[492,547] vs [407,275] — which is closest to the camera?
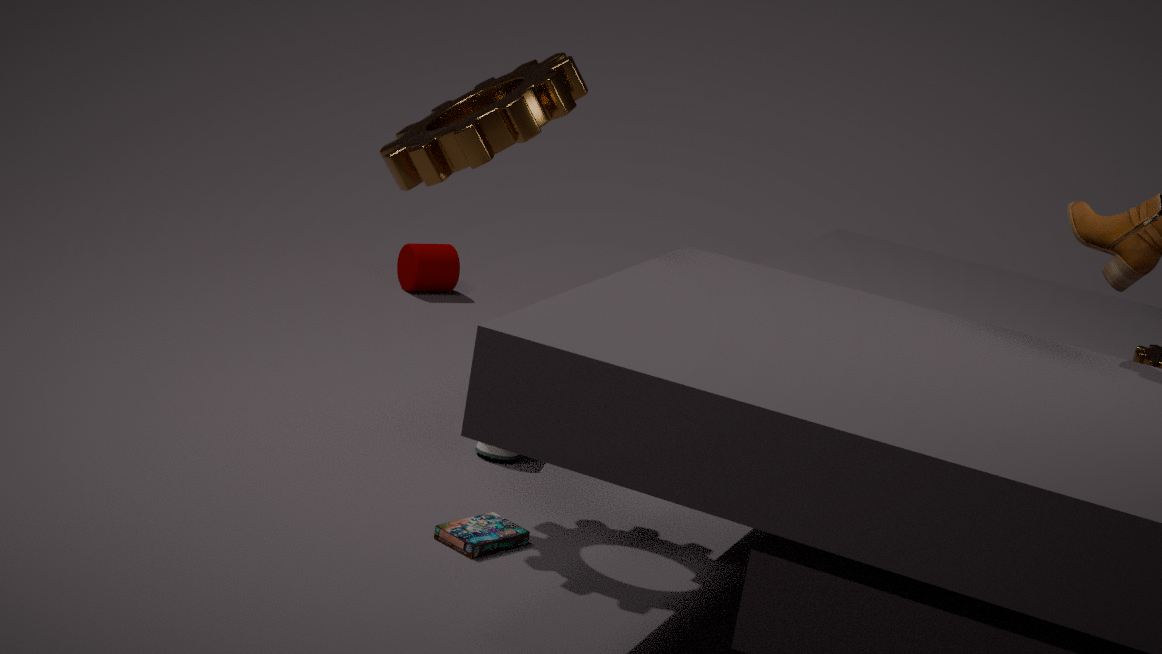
[492,547]
